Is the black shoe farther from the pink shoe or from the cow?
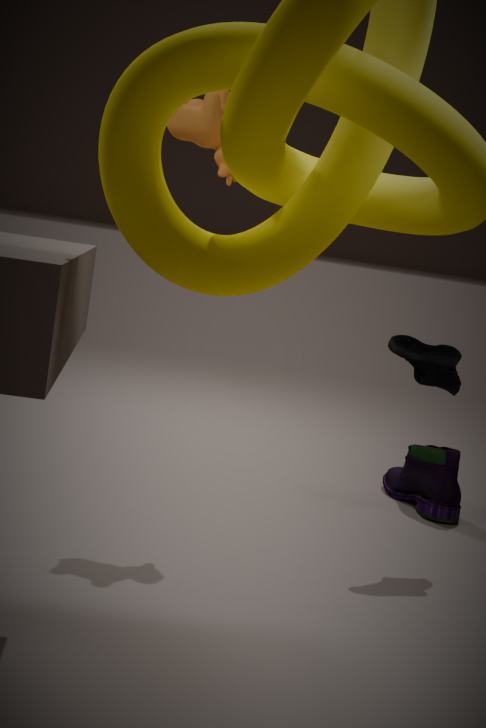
the cow
